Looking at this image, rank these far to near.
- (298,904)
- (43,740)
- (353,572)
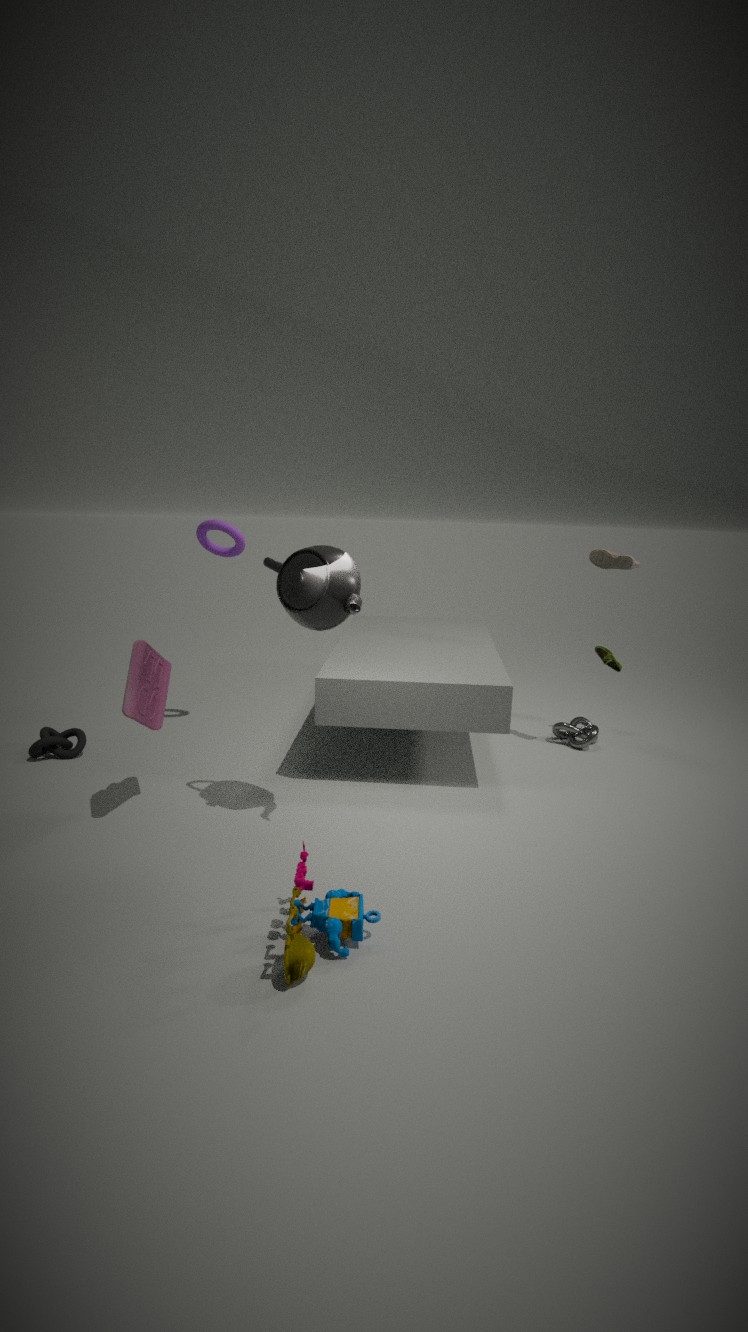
(43,740) → (353,572) → (298,904)
